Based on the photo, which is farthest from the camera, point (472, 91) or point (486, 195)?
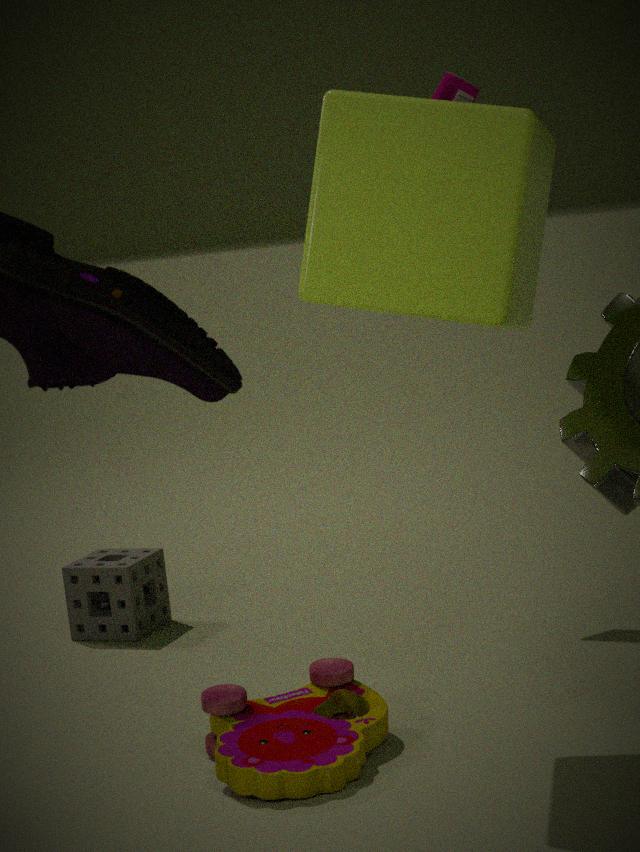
point (472, 91)
